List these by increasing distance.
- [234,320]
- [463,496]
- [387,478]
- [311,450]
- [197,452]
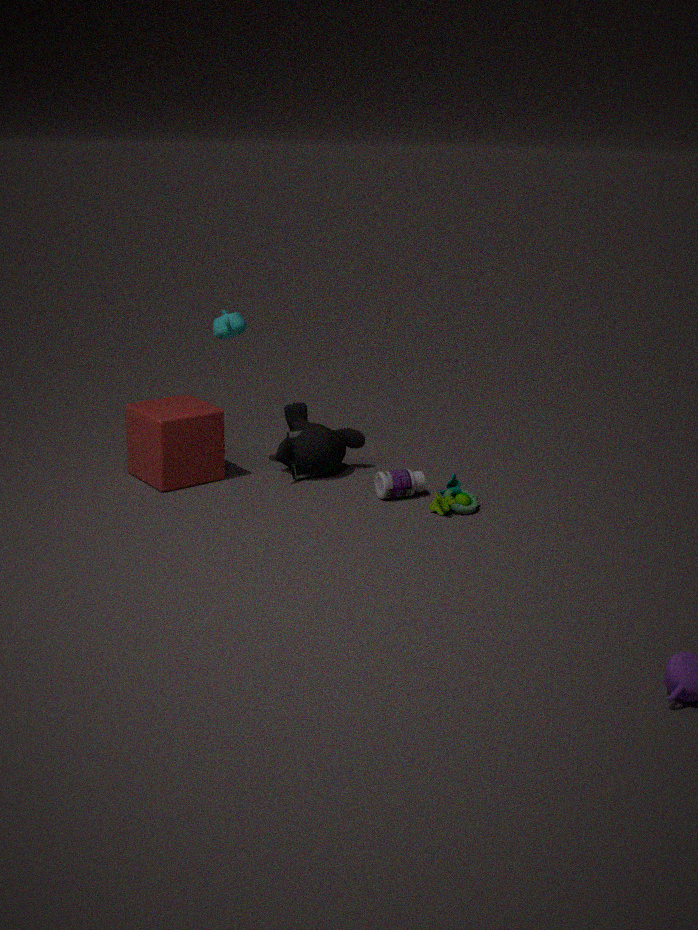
[463,496] → [387,478] → [234,320] → [197,452] → [311,450]
